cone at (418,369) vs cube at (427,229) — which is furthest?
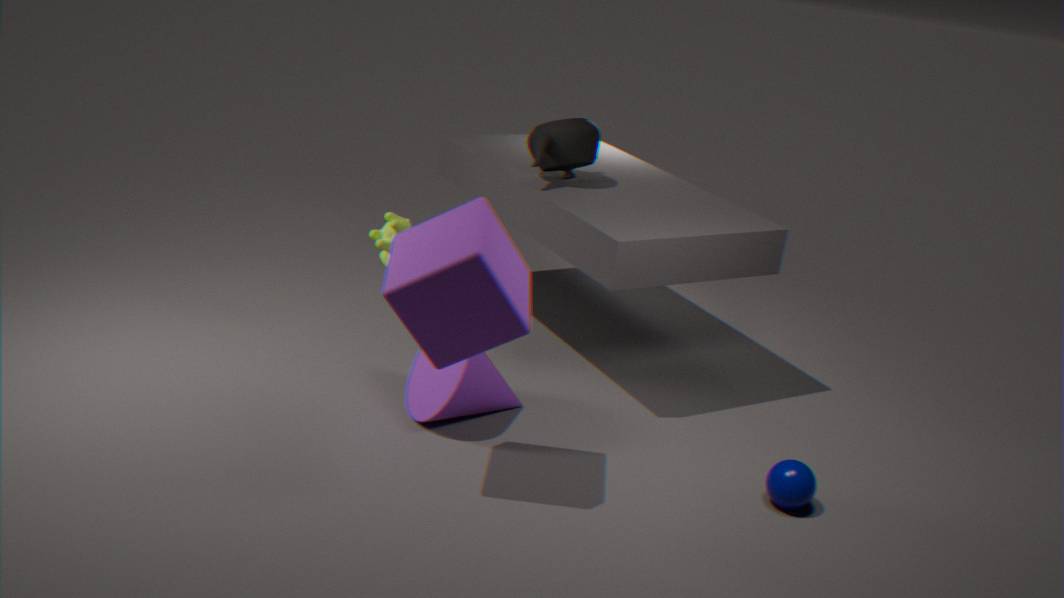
cone at (418,369)
